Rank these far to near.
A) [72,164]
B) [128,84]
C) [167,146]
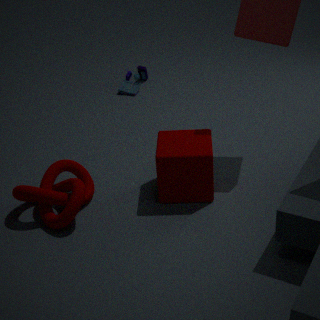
1. [128,84]
2. [72,164]
3. [167,146]
